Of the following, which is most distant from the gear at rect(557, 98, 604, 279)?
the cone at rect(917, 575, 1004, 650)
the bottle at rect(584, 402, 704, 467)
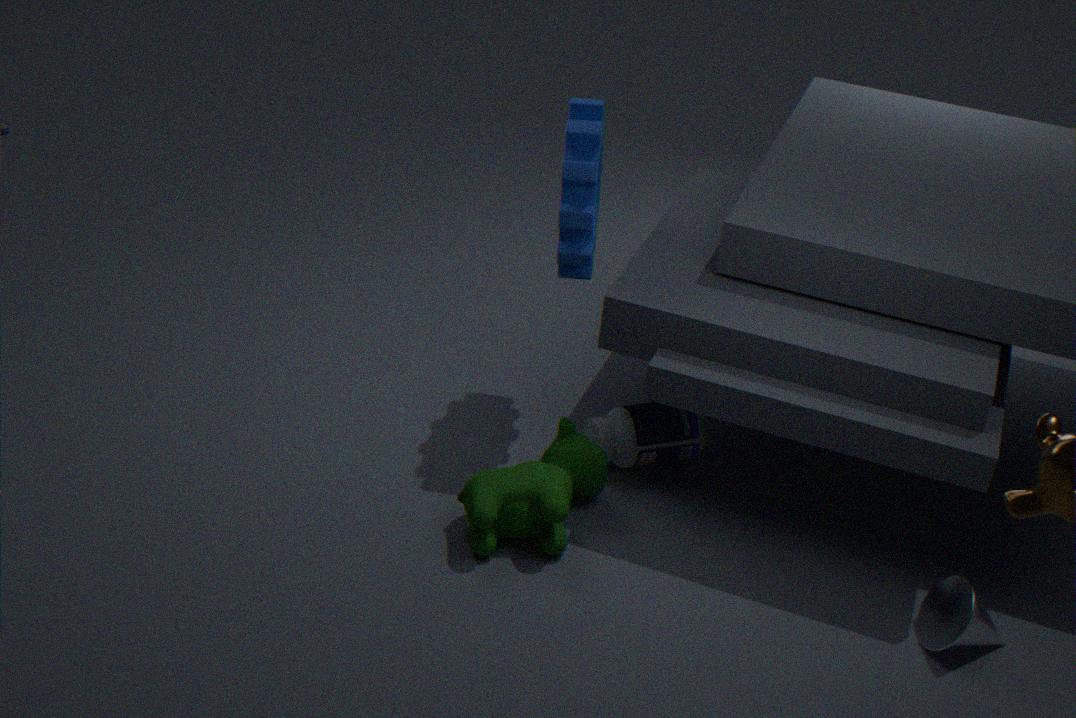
the cone at rect(917, 575, 1004, 650)
